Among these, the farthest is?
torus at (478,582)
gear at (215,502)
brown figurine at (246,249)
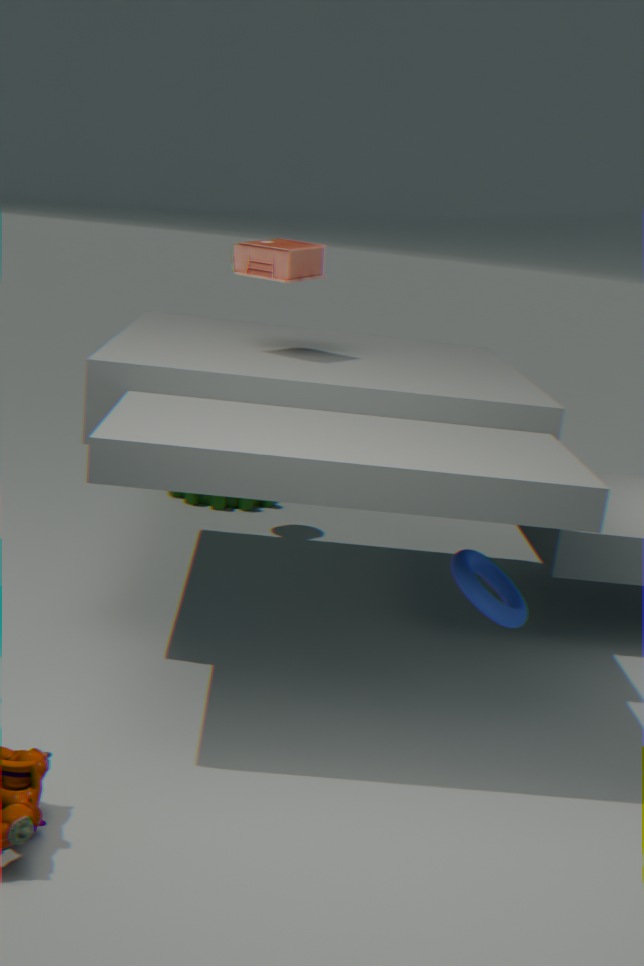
gear at (215,502)
